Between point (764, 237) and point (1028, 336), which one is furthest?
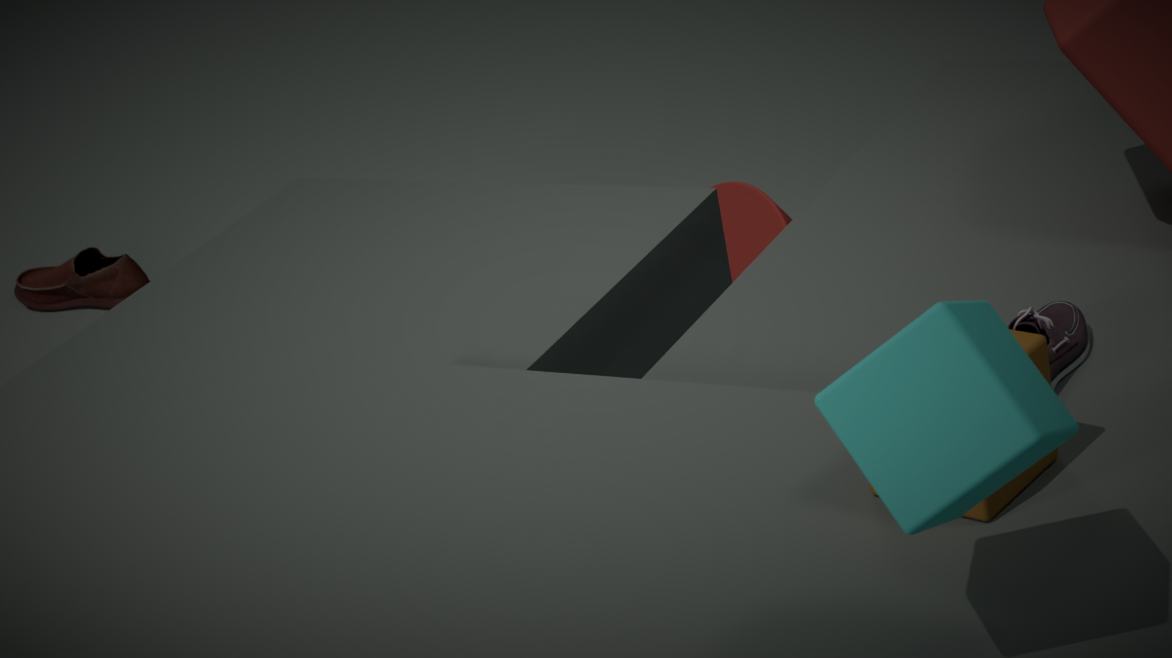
point (764, 237)
